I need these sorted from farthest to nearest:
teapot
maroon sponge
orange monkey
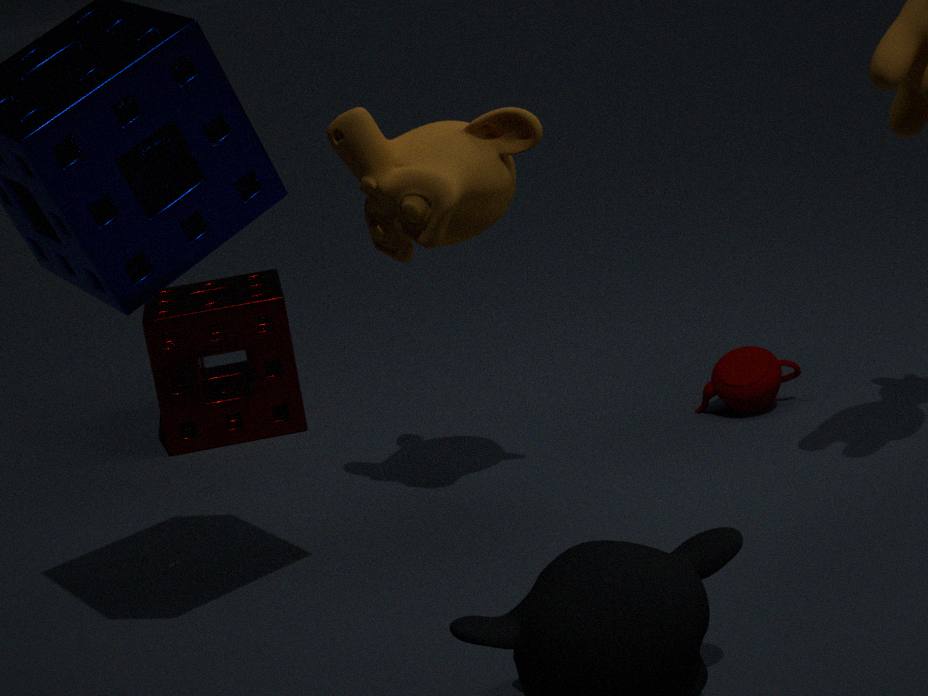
maroon sponge
teapot
orange monkey
